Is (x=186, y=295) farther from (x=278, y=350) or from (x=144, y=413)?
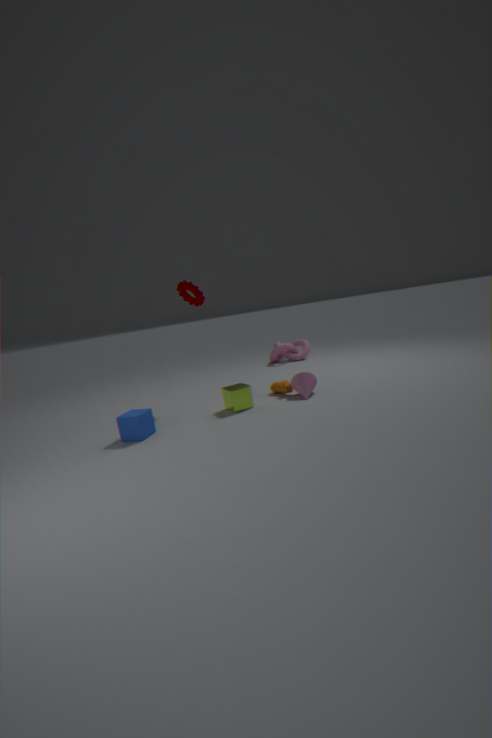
(x=278, y=350)
